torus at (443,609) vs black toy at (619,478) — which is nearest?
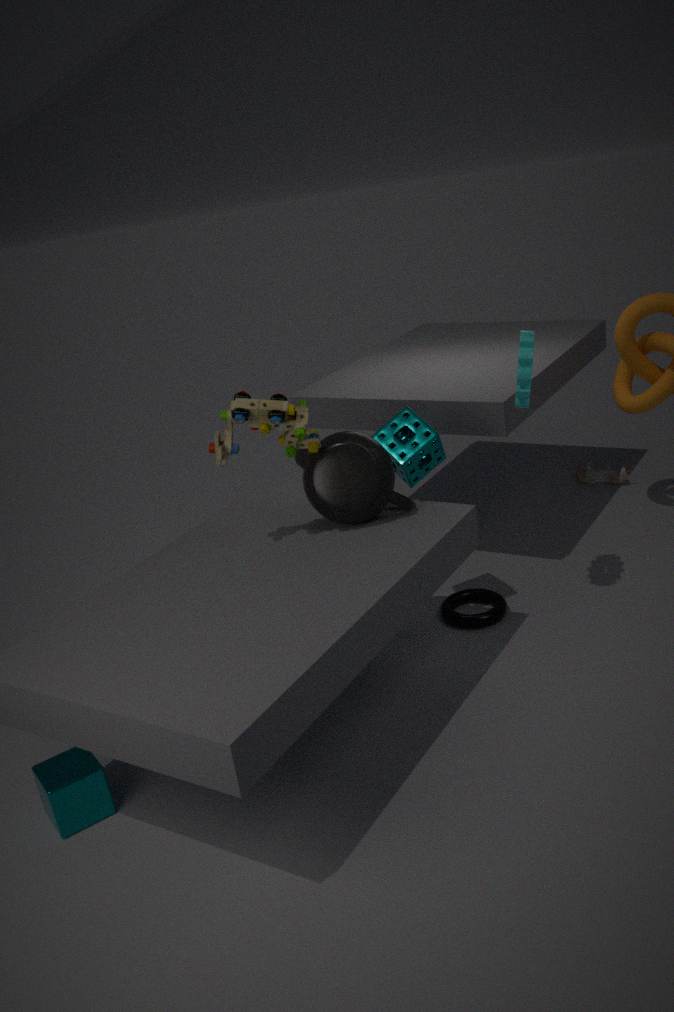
torus at (443,609)
